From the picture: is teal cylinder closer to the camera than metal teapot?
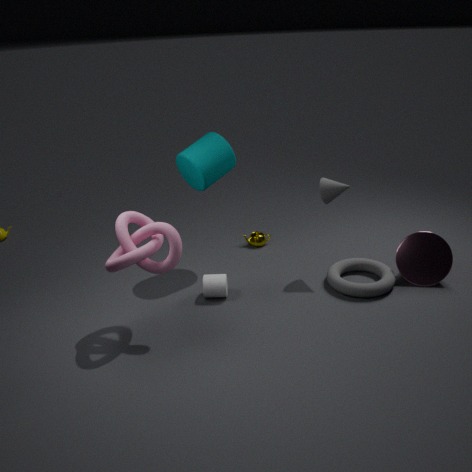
Yes
